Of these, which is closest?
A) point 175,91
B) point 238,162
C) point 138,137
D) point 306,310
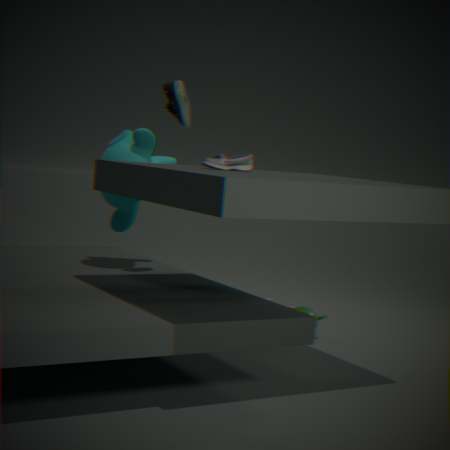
point 238,162
